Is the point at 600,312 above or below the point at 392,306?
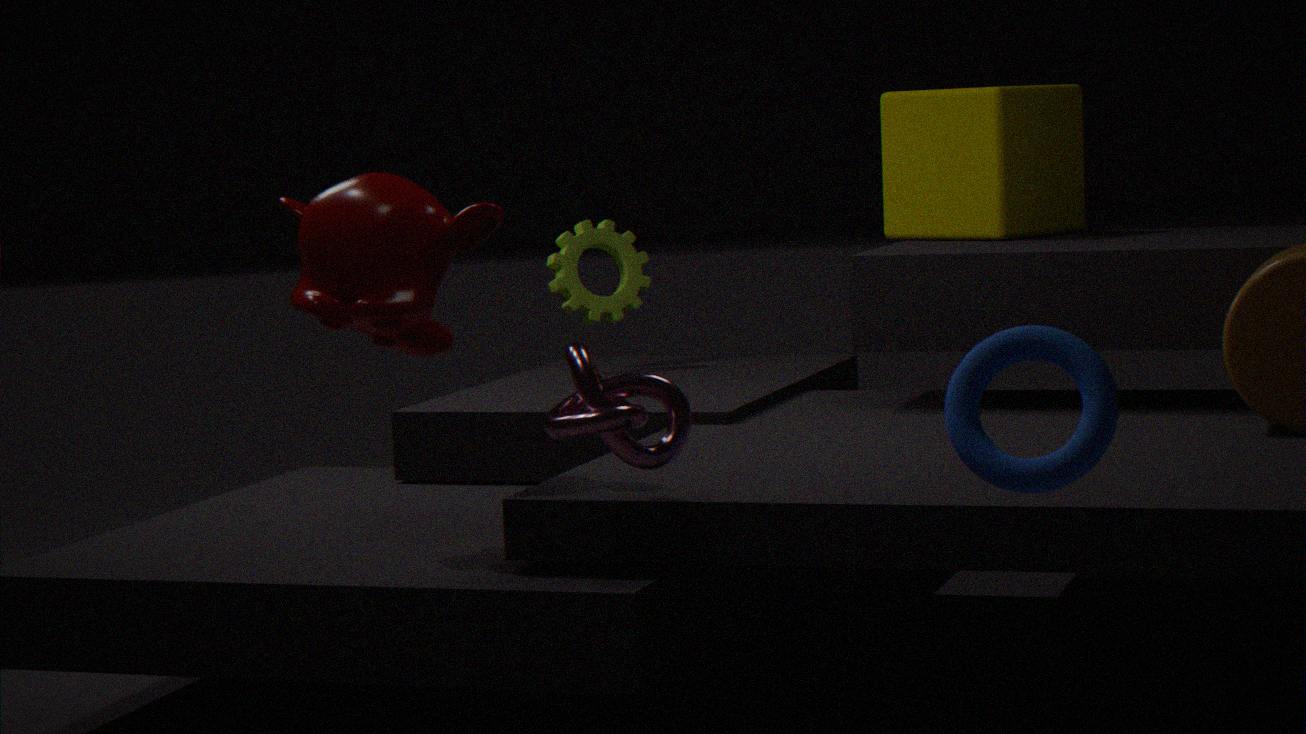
below
